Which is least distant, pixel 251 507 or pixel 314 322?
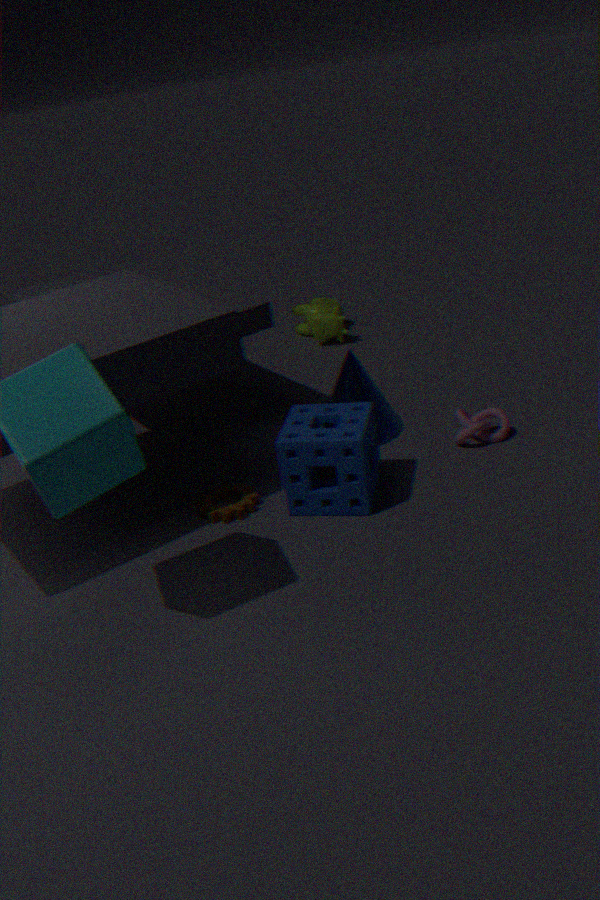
pixel 251 507
